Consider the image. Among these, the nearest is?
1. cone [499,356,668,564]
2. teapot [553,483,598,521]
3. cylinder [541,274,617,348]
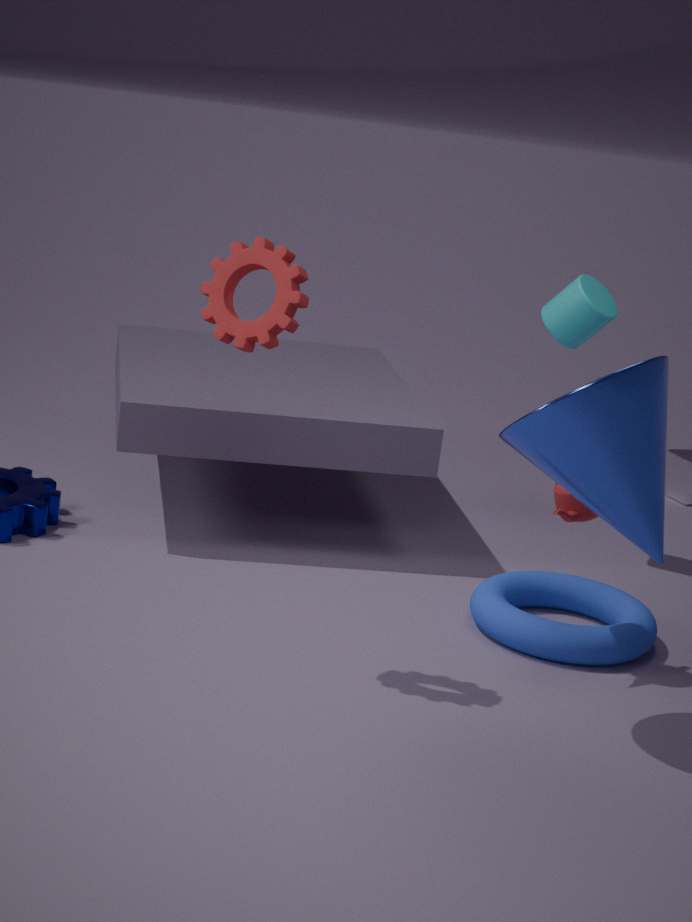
cone [499,356,668,564]
